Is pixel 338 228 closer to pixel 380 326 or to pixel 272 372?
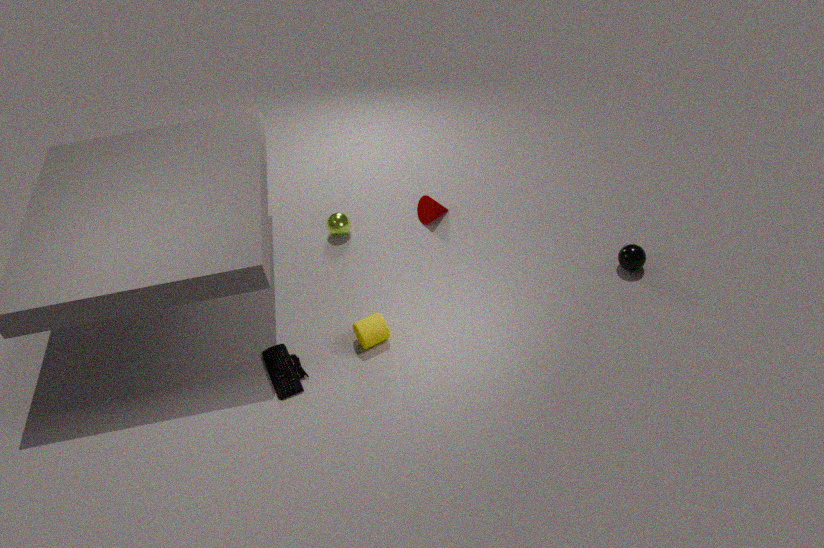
pixel 380 326
